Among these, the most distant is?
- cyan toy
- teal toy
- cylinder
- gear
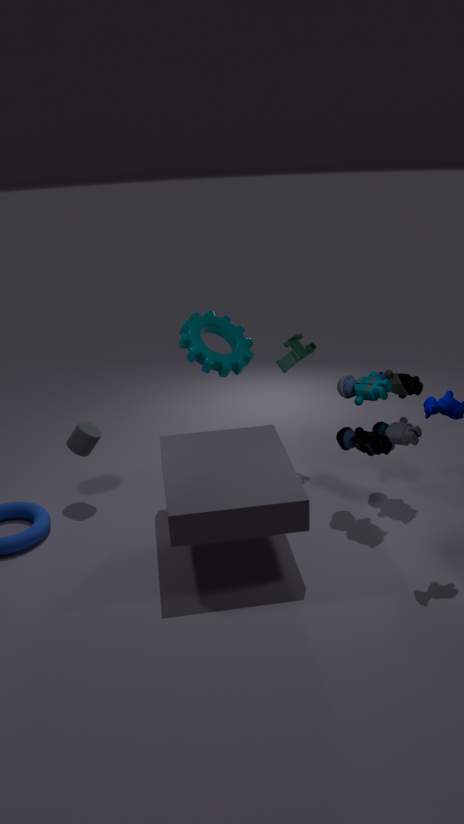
teal toy
